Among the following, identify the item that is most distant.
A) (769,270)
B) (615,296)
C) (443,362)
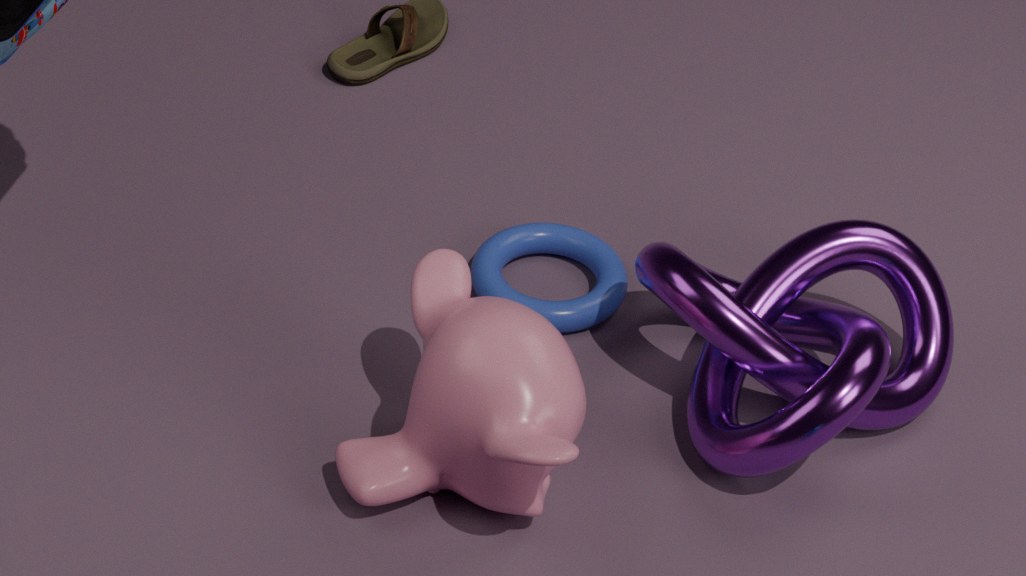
(615,296)
